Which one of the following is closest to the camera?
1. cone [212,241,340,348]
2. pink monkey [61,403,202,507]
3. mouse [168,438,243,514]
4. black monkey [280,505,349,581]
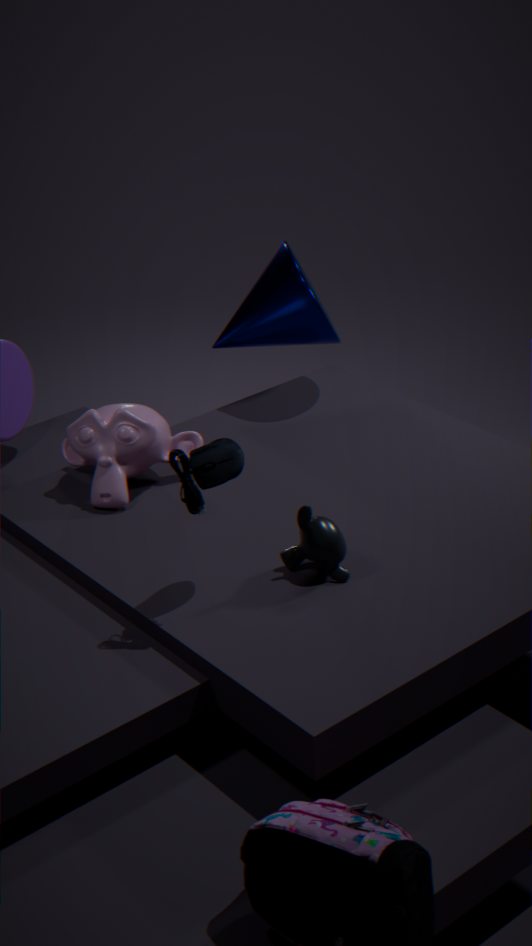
mouse [168,438,243,514]
